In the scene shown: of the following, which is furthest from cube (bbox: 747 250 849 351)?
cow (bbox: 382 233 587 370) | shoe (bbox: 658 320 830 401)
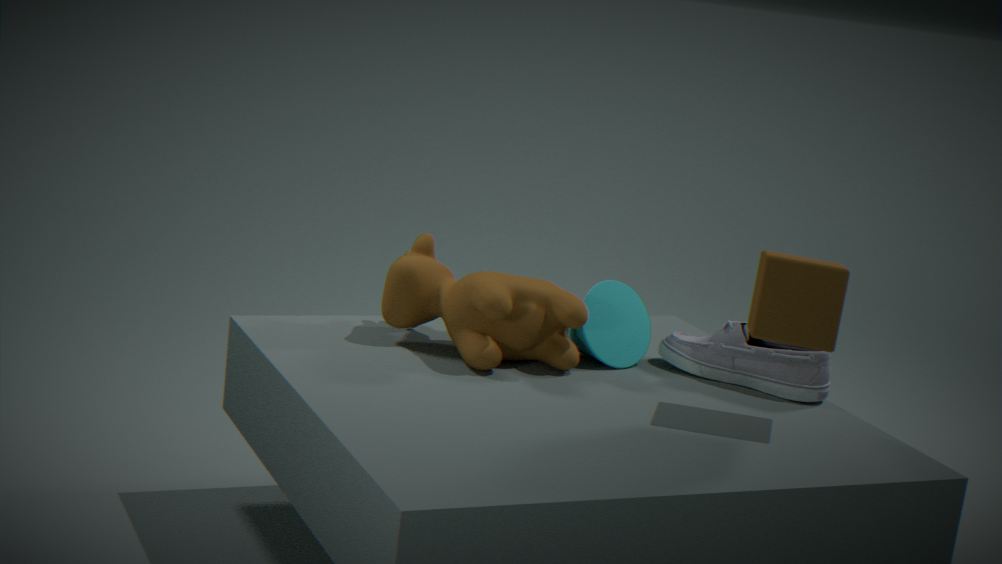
cow (bbox: 382 233 587 370)
